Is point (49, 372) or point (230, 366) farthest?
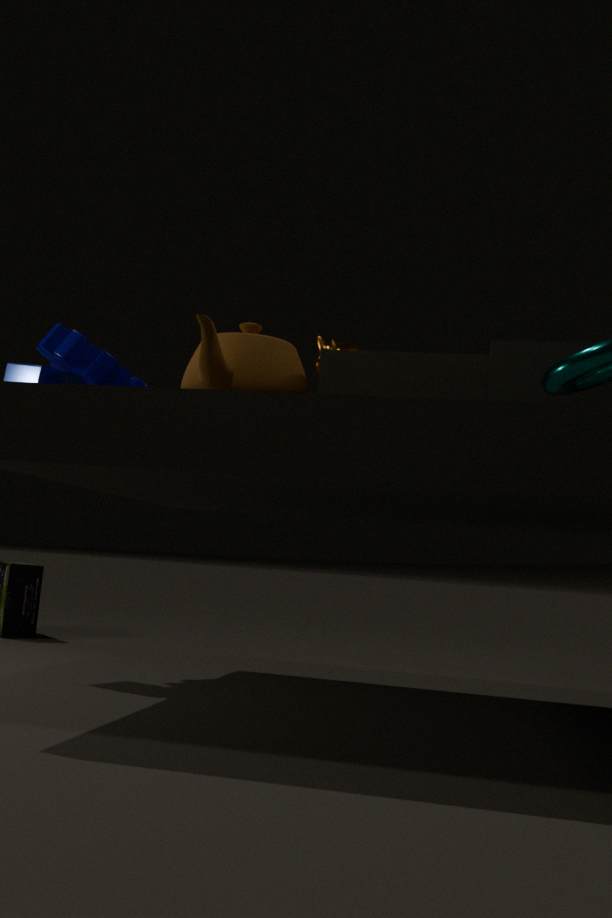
point (49, 372)
